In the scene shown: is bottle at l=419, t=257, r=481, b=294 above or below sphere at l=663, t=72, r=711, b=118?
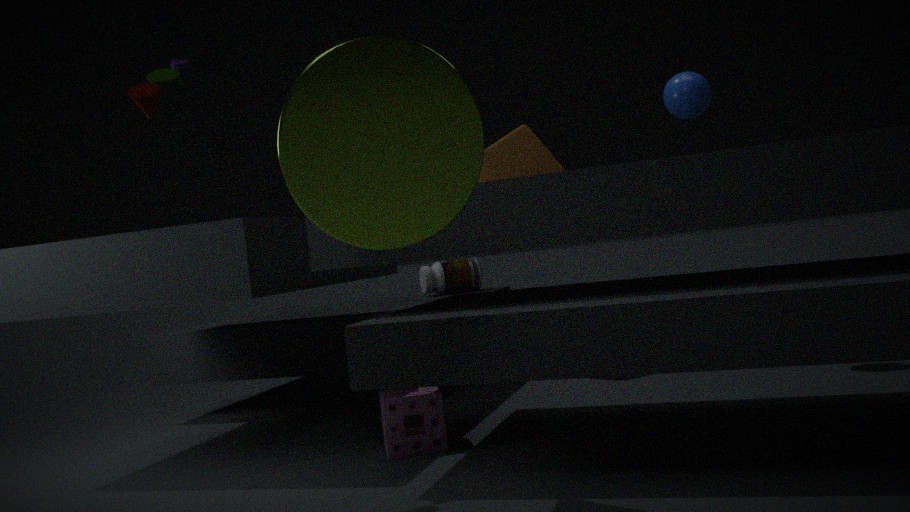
below
